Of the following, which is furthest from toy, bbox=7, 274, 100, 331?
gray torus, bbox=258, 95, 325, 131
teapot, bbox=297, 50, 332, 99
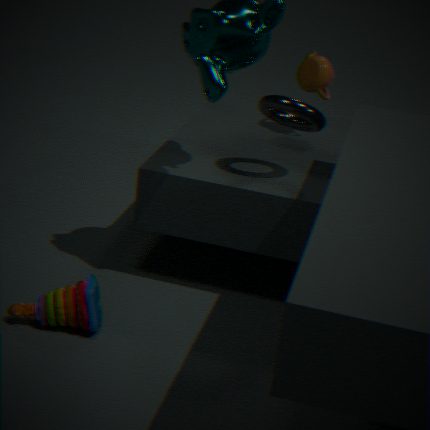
teapot, bbox=297, 50, 332, 99
